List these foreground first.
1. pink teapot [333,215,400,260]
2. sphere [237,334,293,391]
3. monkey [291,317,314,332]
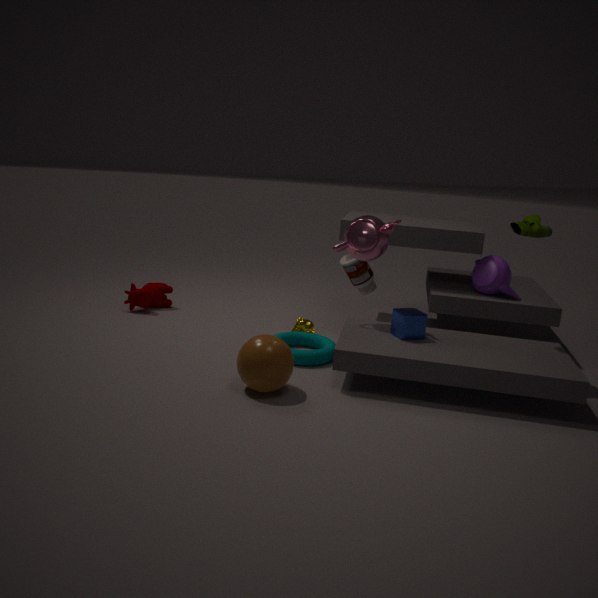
sphere [237,334,293,391] → pink teapot [333,215,400,260] → monkey [291,317,314,332]
